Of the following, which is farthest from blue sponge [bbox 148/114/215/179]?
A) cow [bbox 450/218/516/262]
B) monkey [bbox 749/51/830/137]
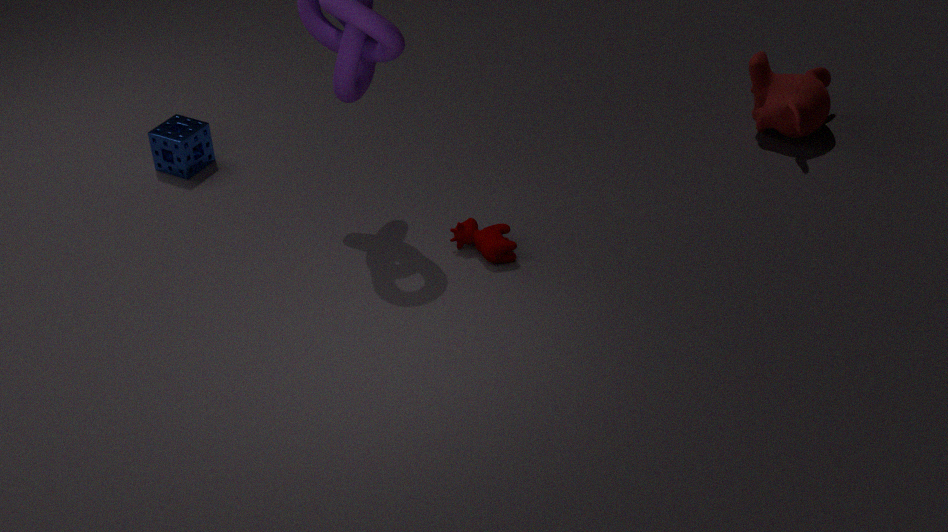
monkey [bbox 749/51/830/137]
